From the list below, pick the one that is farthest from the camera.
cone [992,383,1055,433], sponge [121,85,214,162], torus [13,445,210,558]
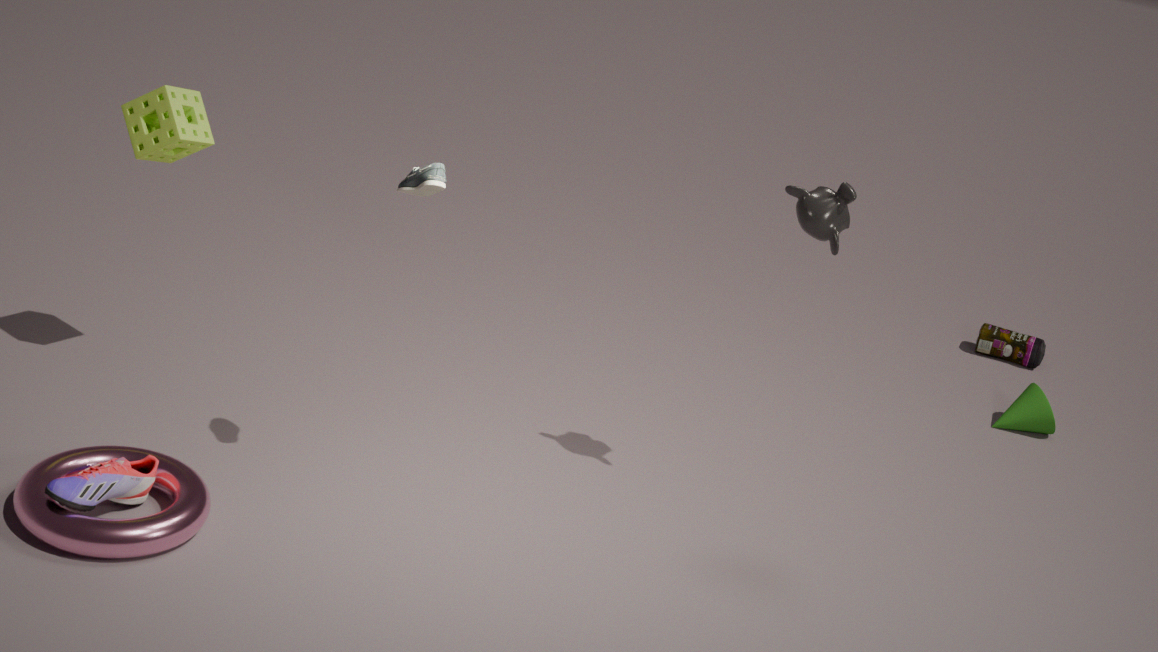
cone [992,383,1055,433]
